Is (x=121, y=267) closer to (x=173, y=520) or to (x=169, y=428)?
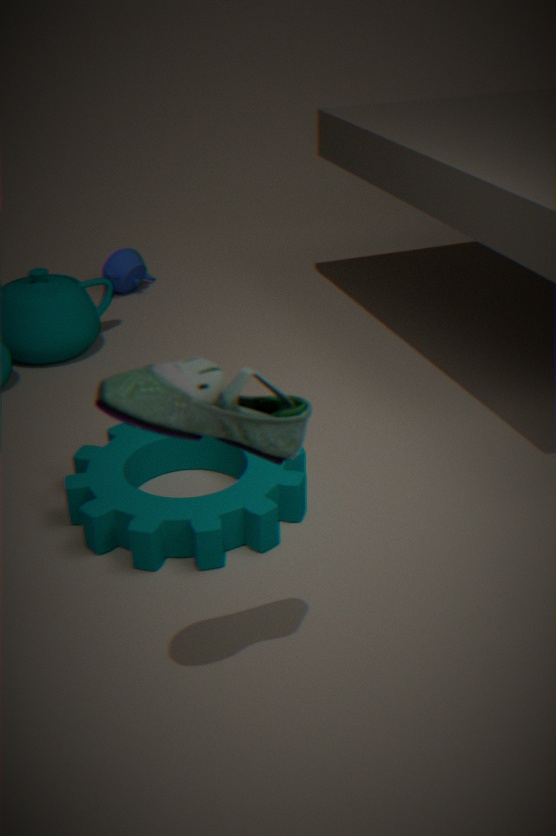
(x=173, y=520)
